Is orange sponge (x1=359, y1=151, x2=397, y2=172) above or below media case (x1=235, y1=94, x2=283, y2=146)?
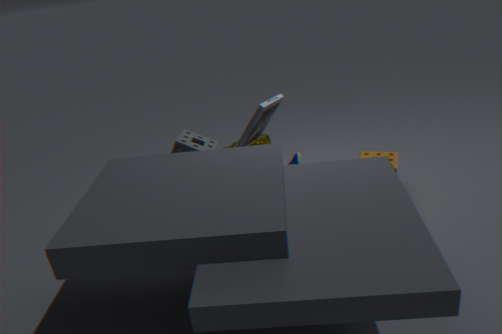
below
